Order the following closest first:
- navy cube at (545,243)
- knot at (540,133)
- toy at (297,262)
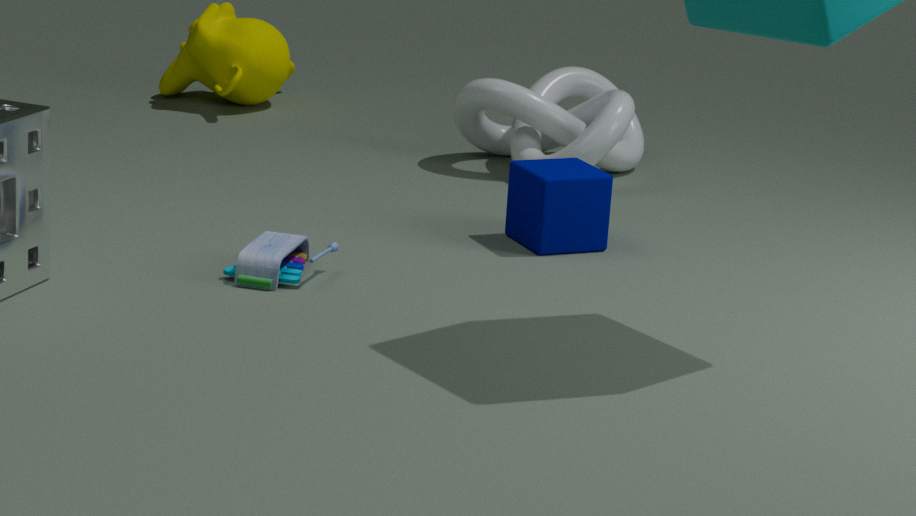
toy at (297,262) < navy cube at (545,243) < knot at (540,133)
